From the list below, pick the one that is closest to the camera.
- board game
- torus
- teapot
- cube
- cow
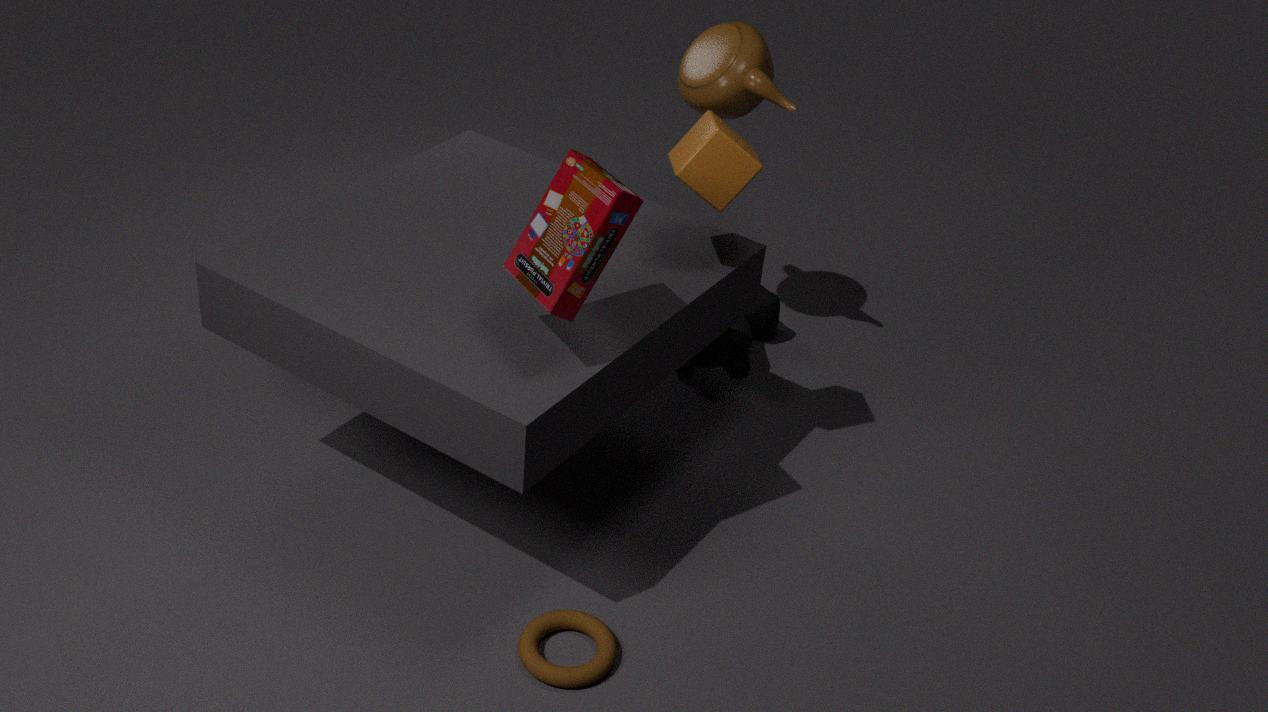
board game
